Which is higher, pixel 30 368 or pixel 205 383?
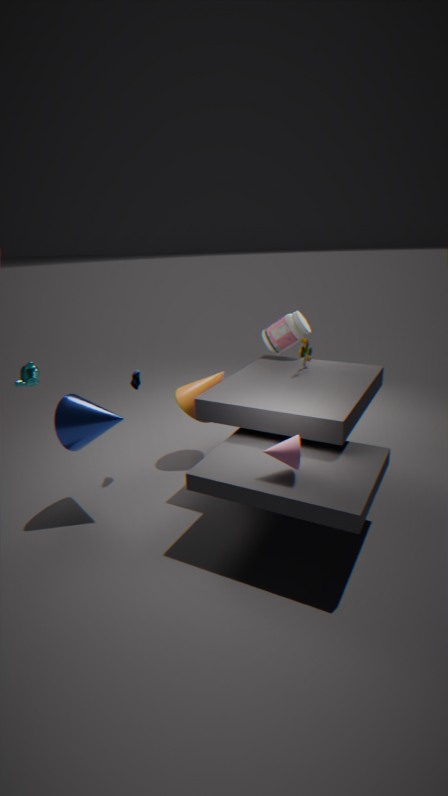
pixel 30 368
